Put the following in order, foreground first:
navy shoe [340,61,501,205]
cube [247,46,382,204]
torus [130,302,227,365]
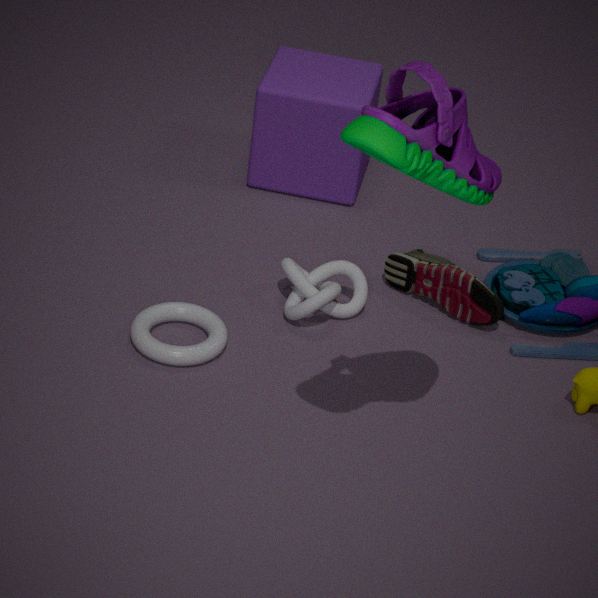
navy shoe [340,61,501,205], torus [130,302,227,365], cube [247,46,382,204]
